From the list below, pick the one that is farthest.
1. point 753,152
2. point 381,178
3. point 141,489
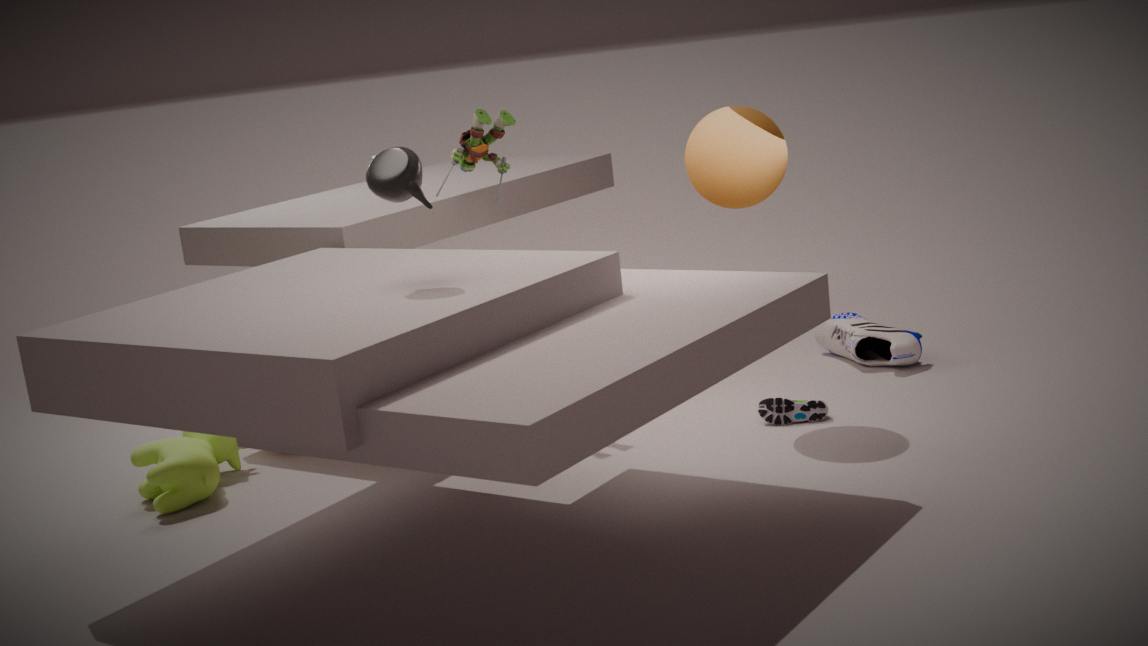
point 141,489
